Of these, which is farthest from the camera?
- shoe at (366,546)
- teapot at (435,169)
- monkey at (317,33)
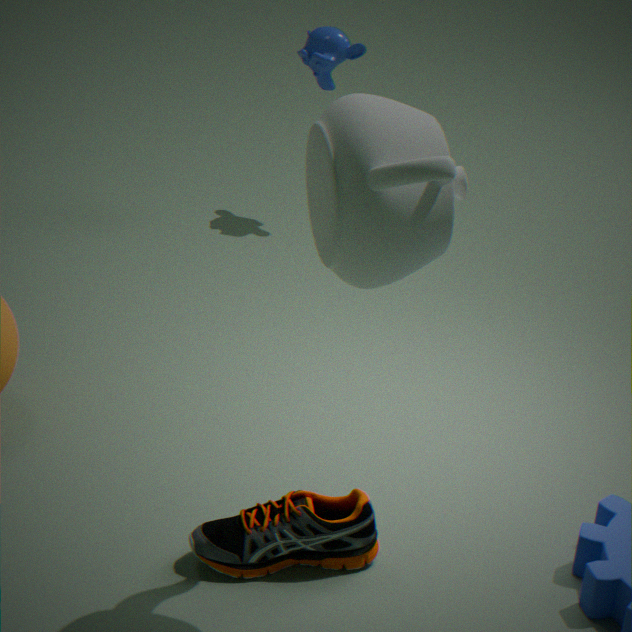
monkey at (317,33)
